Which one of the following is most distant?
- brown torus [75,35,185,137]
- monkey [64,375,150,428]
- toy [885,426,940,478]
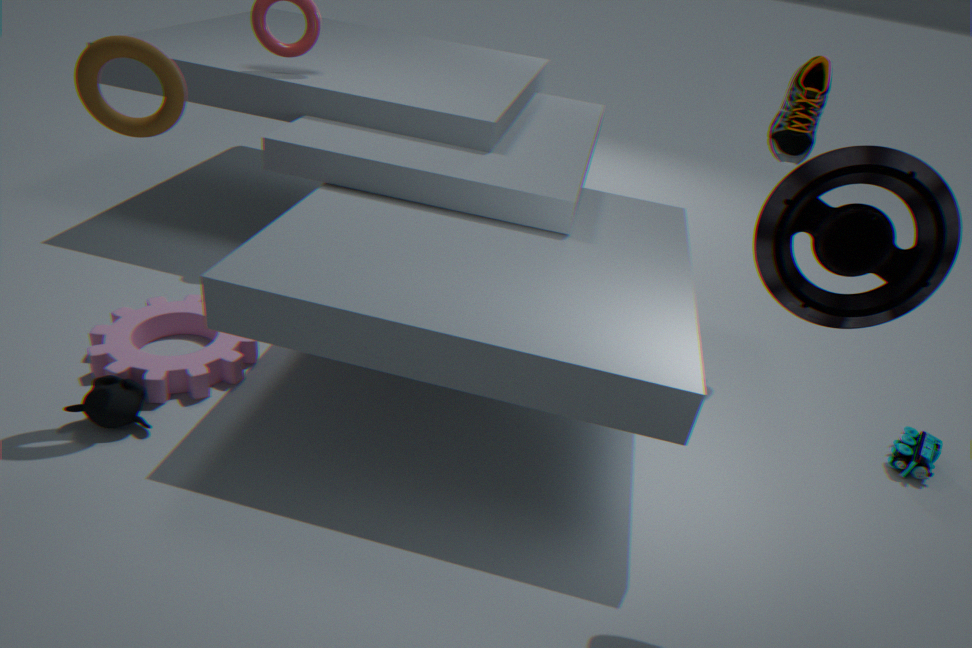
toy [885,426,940,478]
